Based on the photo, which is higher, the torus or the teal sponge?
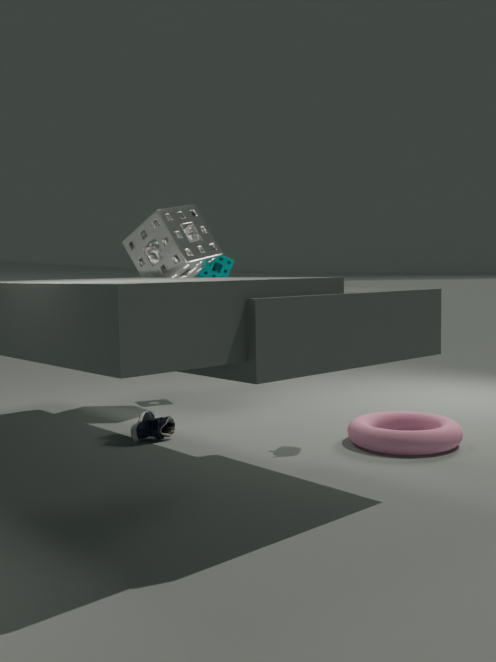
the teal sponge
